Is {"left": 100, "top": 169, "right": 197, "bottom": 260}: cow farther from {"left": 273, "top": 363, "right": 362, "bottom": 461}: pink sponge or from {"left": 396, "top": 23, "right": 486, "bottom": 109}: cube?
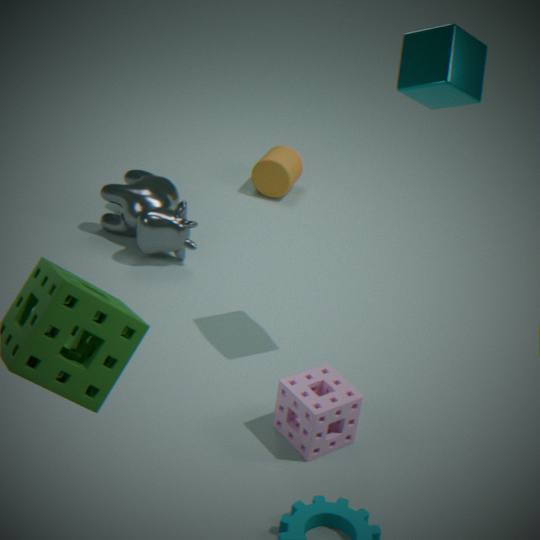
{"left": 396, "top": 23, "right": 486, "bottom": 109}: cube
